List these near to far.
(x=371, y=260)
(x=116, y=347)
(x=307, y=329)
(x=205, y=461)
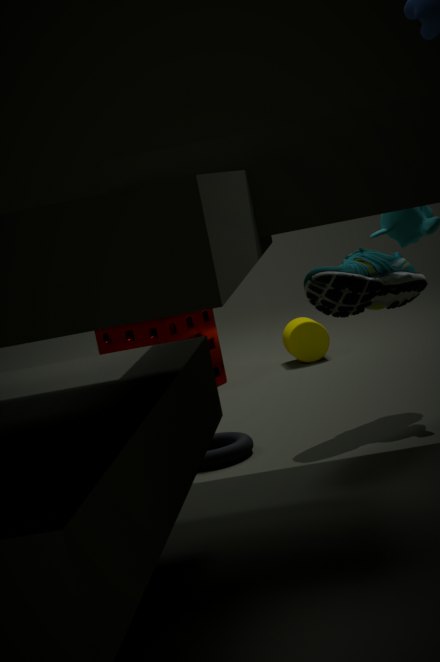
(x=205, y=461) → (x=371, y=260) → (x=116, y=347) → (x=307, y=329)
